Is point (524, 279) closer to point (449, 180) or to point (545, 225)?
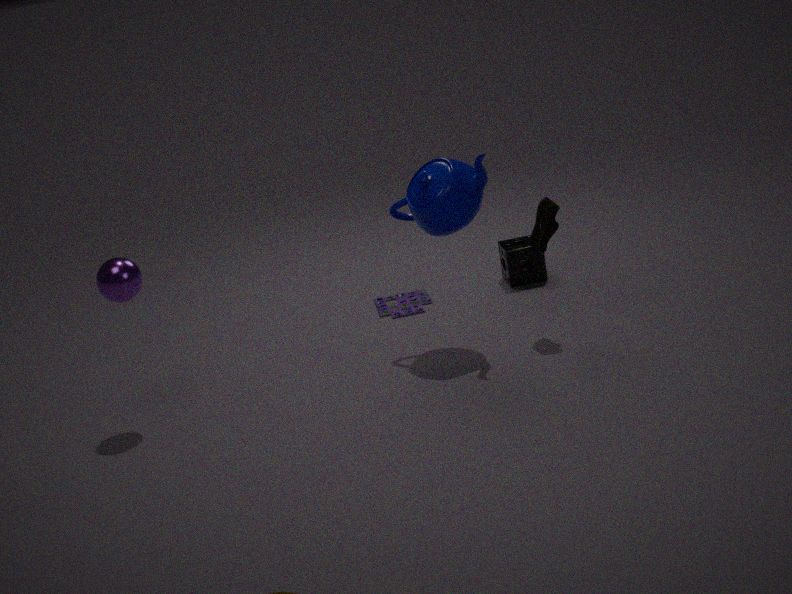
point (545, 225)
